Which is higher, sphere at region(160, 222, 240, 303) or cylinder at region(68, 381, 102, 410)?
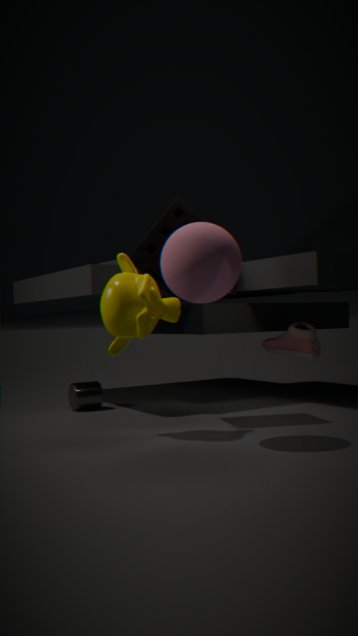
sphere at region(160, 222, 240, 303)
